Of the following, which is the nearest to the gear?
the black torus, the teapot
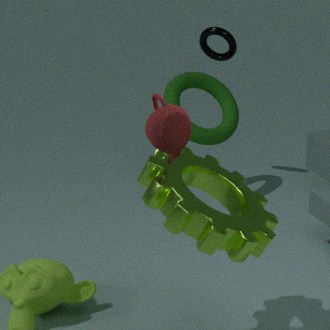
the teapot
